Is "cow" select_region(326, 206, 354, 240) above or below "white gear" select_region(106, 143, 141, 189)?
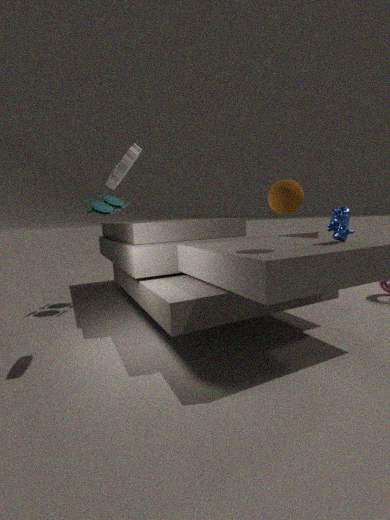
below
